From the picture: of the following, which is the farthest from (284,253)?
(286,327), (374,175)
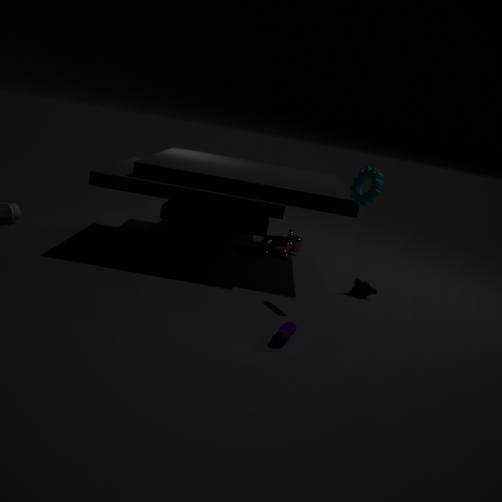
(286,327)
